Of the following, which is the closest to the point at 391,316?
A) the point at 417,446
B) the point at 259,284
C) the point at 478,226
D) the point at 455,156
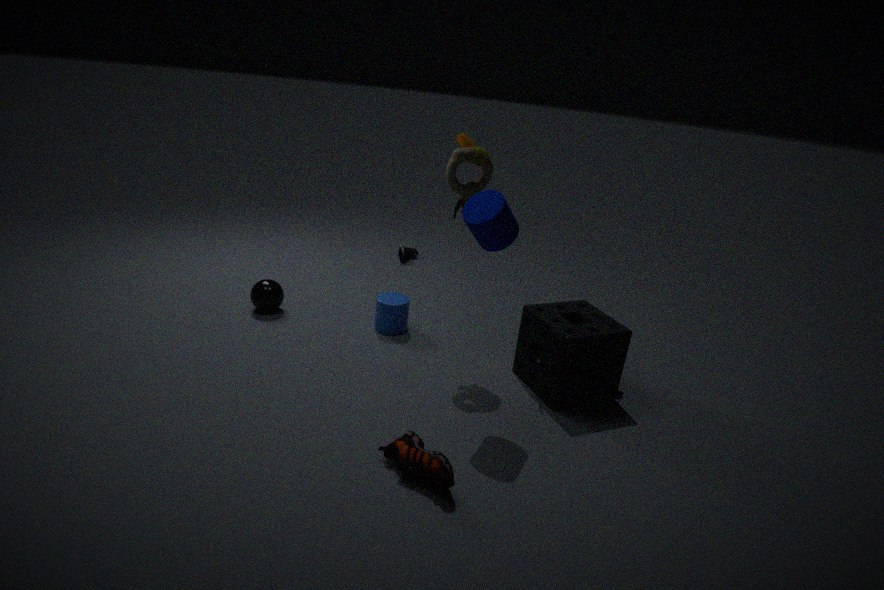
the point at 259,284
